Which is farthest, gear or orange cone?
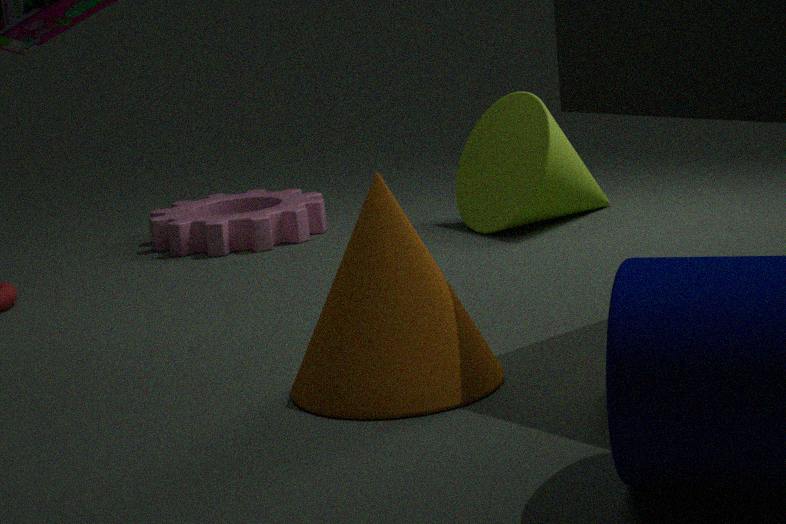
gear
